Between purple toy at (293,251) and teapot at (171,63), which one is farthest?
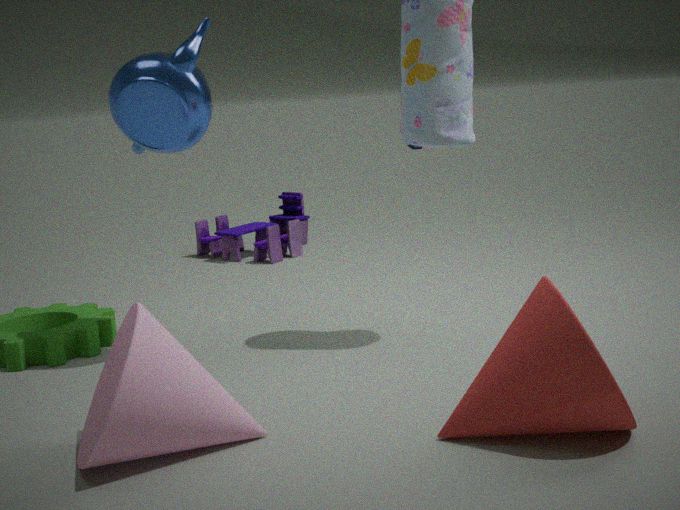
purple toy at (293,251)
